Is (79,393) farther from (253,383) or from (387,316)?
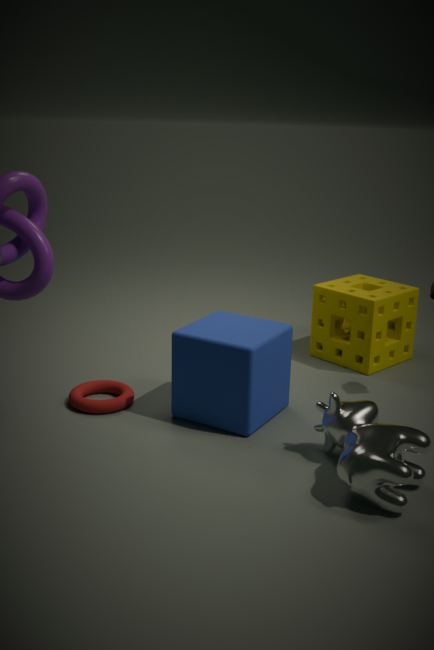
(387,316)
